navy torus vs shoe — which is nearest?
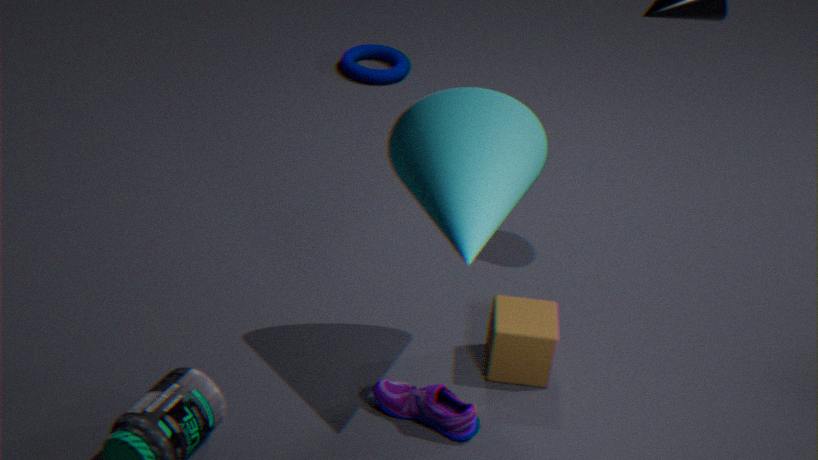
shoe
